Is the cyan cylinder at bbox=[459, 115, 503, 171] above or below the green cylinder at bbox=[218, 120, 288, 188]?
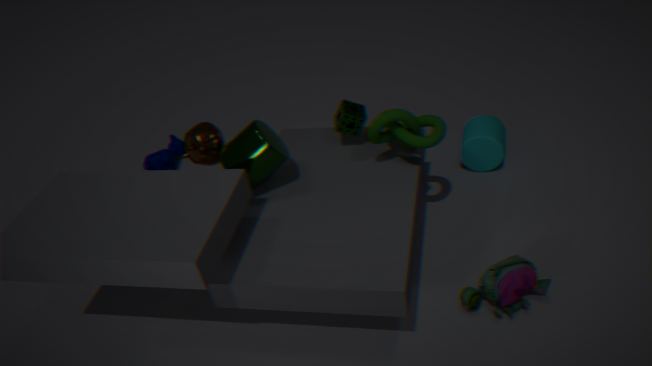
below
